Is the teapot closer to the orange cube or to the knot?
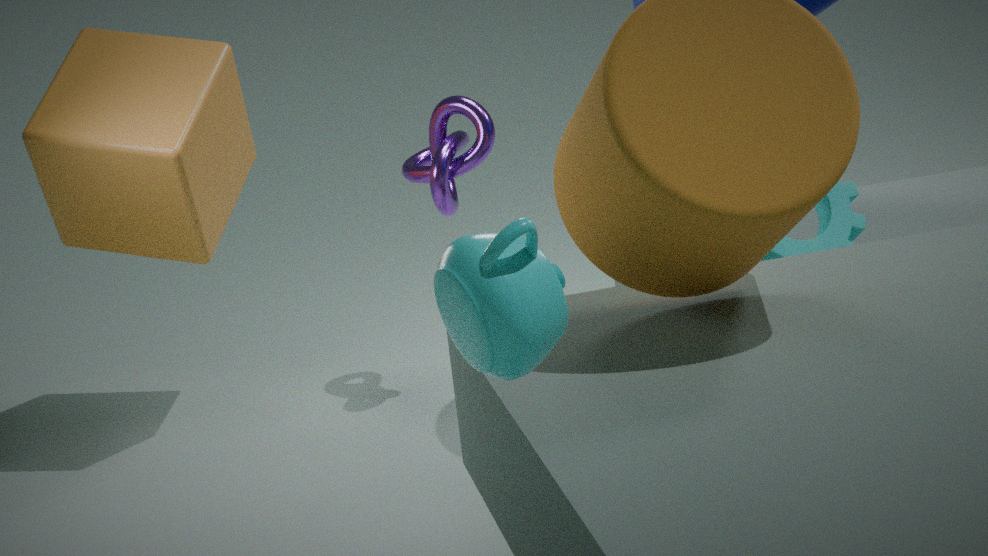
the orange cube
